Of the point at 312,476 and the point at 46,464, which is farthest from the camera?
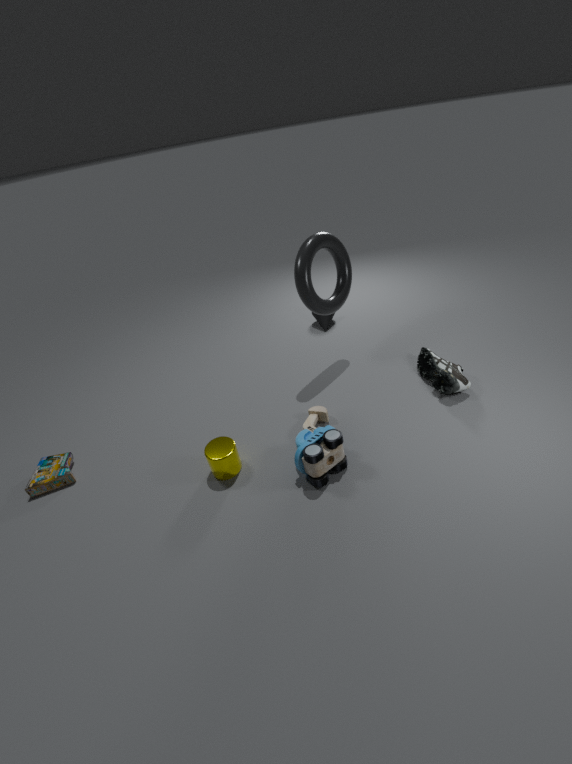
the point at 46,464
